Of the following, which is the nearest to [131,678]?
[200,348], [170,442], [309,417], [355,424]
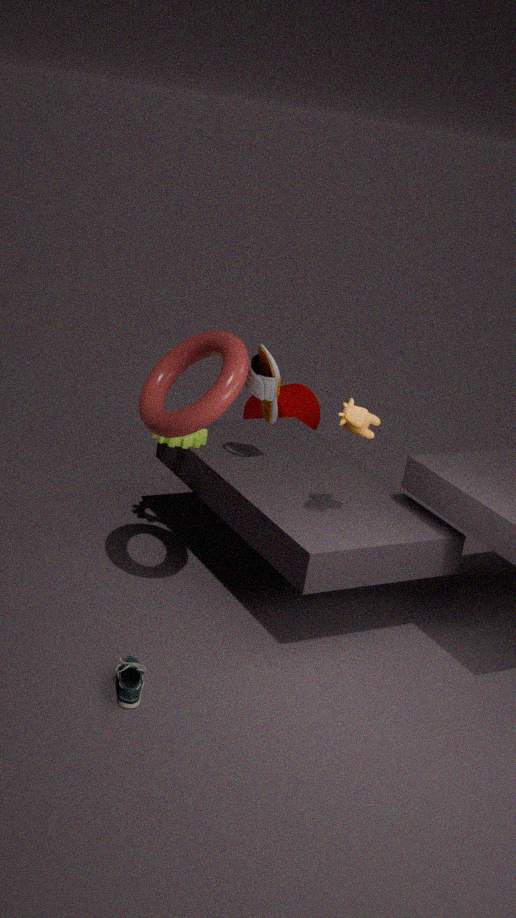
[200,348]
